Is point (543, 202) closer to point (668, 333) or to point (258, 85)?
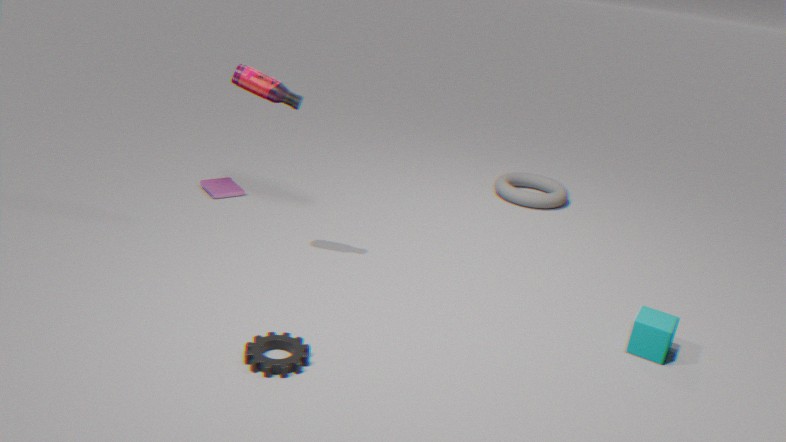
point (668, 333)
